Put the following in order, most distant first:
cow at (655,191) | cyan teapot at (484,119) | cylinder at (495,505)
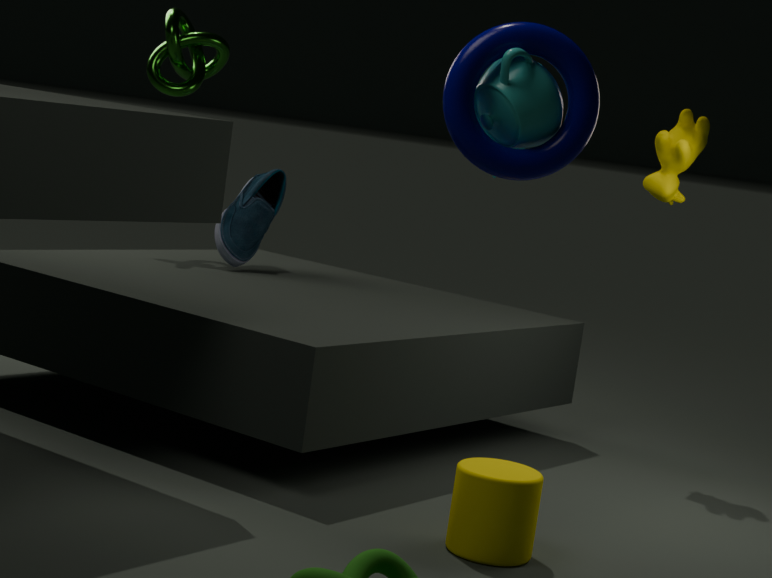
cow at (655,191) → cylinder at (495,505) → cyan teapot at (484,119)
